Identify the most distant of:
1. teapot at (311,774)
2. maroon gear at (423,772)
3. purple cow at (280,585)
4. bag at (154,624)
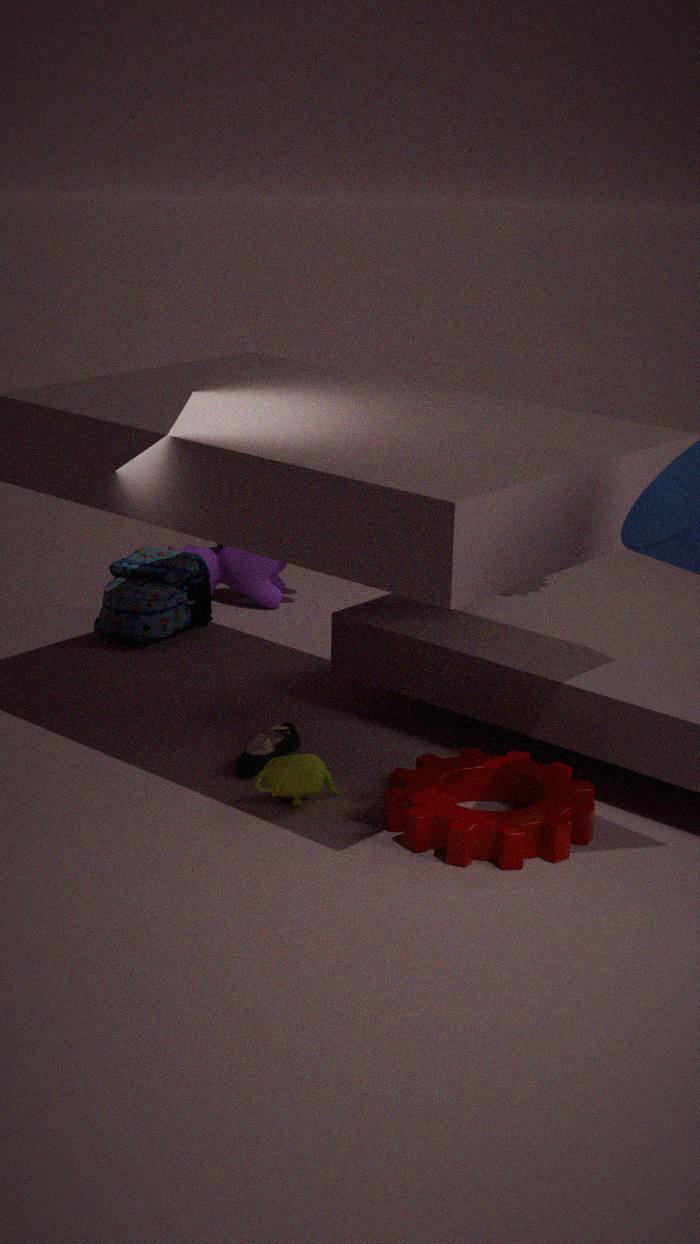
purple cow at (280,585)
